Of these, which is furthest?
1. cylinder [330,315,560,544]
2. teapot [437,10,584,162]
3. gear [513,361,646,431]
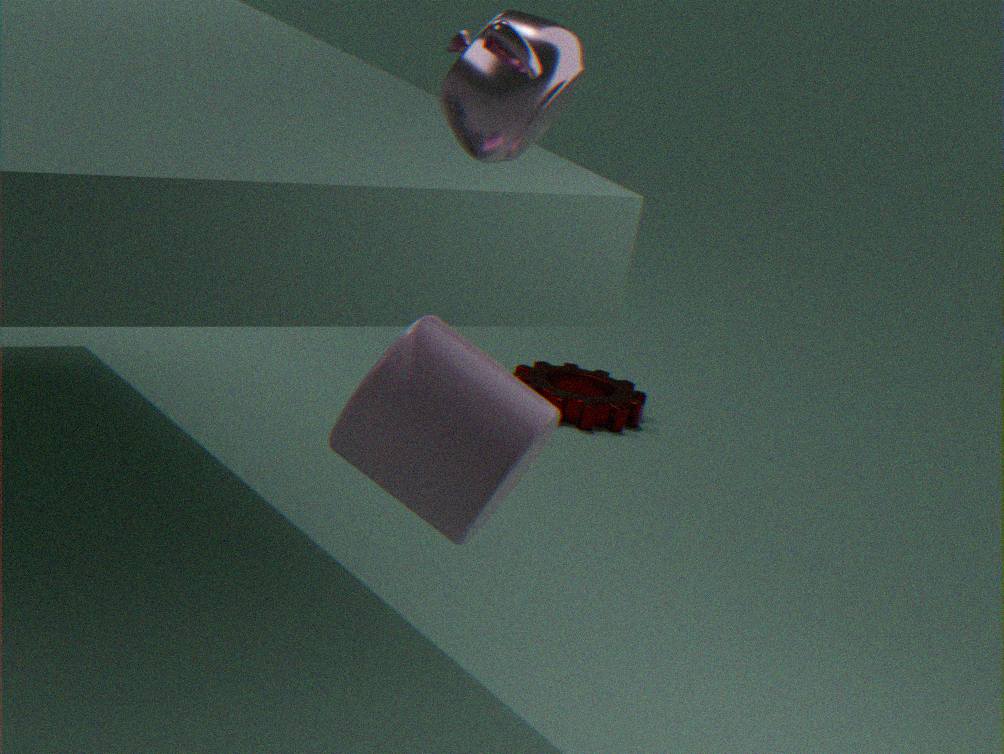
gear [513,361,646,431]
